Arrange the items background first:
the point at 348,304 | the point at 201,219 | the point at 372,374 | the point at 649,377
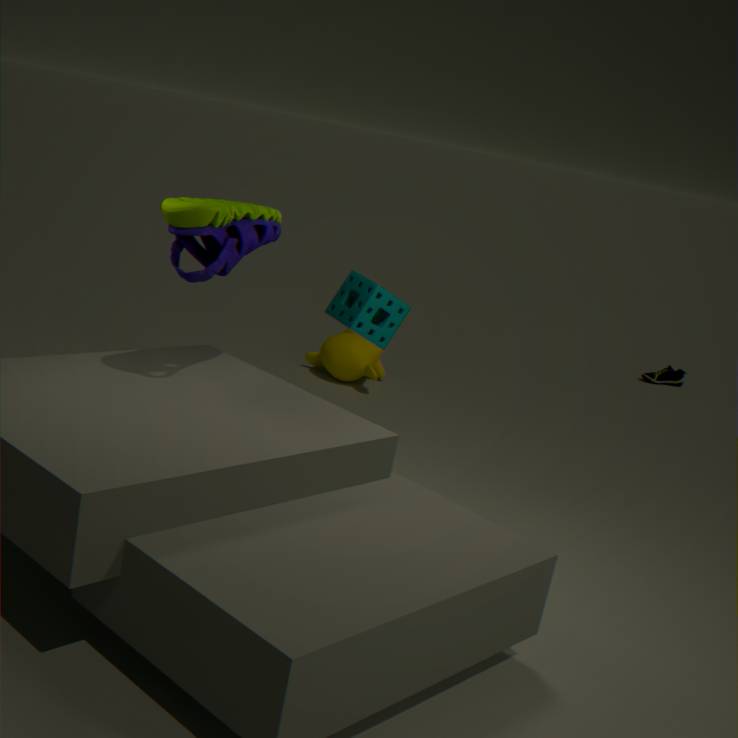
the point at 649,377 → the point at 372,374 → the point at 348,304 → the point at 201,219
